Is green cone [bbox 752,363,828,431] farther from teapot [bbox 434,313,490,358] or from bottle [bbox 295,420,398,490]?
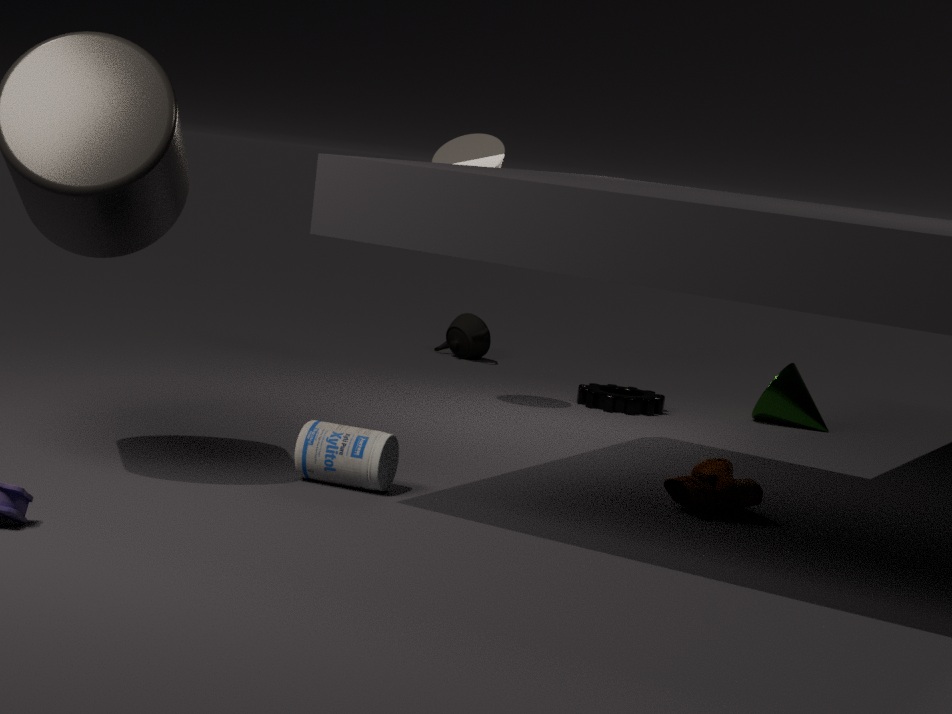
bottle [bbox 295,420,398,490]
